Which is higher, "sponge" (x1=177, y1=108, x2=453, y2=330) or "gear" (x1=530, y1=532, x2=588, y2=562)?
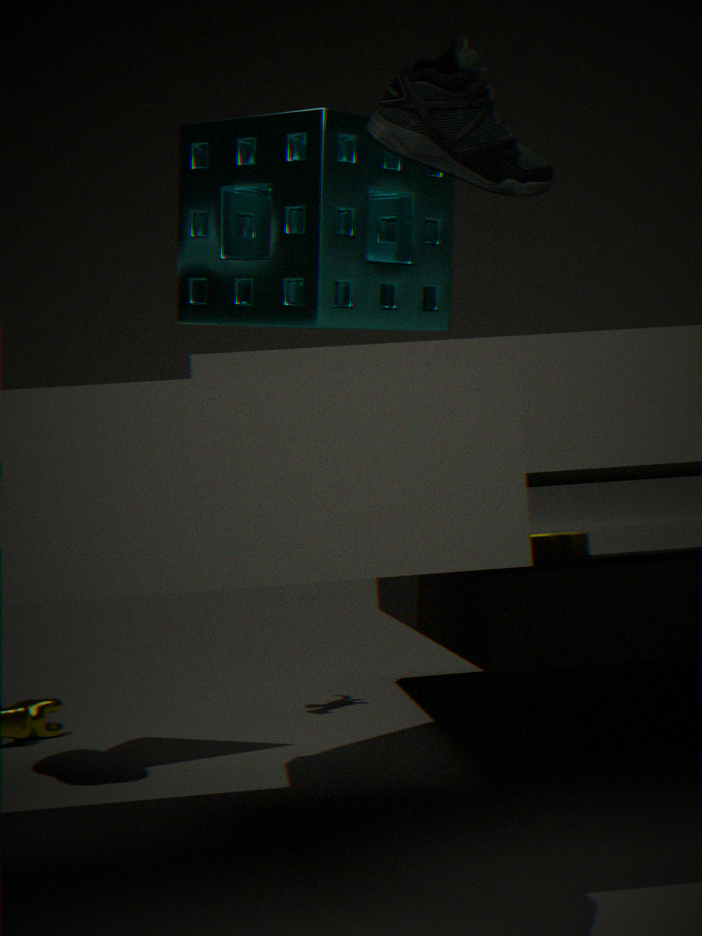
"sponge" (x1=177, y1=108, x2=453, y2=330)
